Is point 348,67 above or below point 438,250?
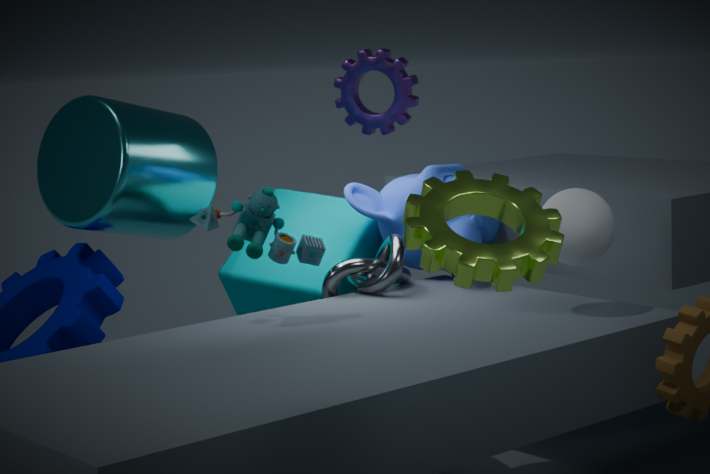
above
